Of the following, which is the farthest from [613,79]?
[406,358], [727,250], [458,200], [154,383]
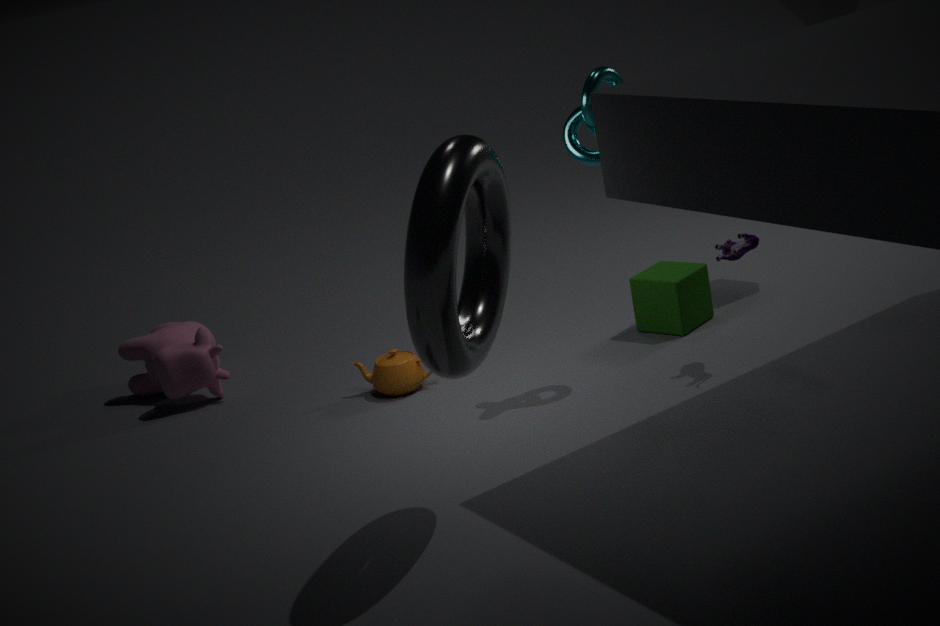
[154,383]
